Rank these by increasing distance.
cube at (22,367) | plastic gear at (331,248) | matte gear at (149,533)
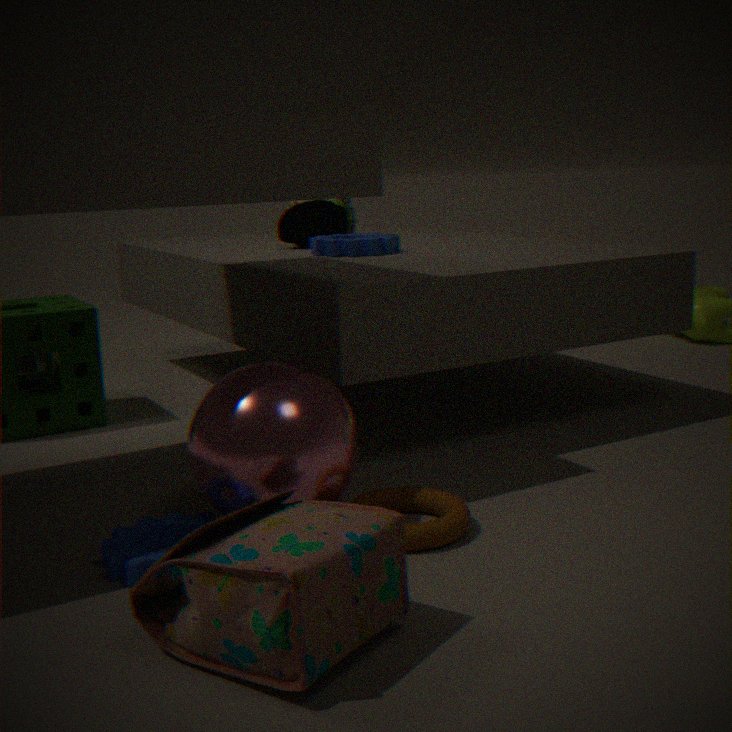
matte gear at (149,533), plastic gear at (331,248), cube at (22,367)
